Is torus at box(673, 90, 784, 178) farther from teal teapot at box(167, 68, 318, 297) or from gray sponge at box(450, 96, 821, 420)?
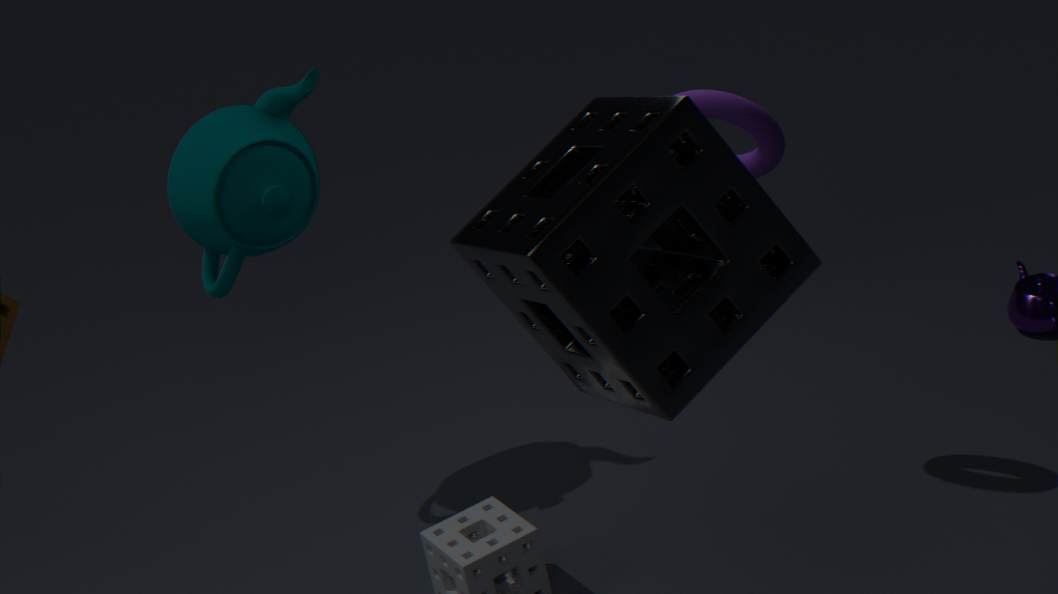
teal teapot at box(167, 68, 318, 297)
